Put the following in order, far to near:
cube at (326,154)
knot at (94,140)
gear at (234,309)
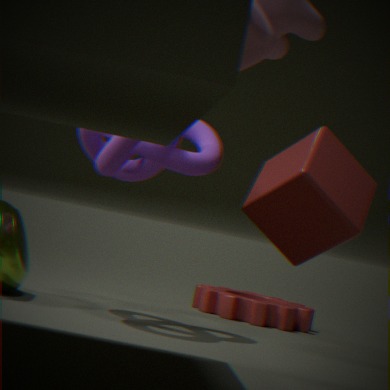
gear at (234,309), knot at (94,140), cube at (326,154)
